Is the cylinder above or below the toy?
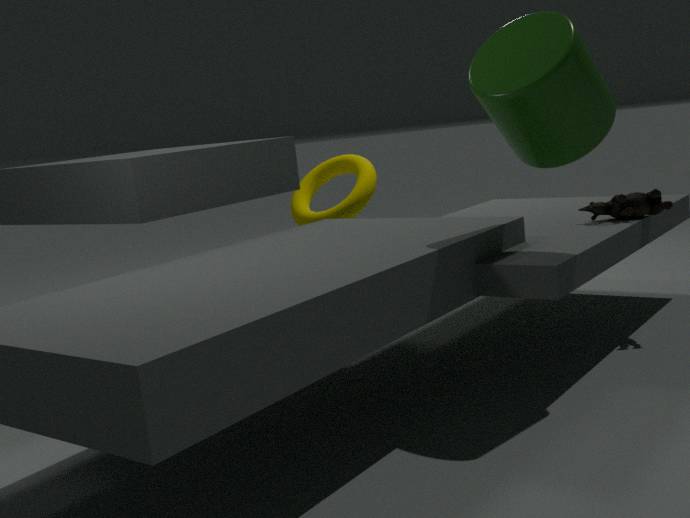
above
